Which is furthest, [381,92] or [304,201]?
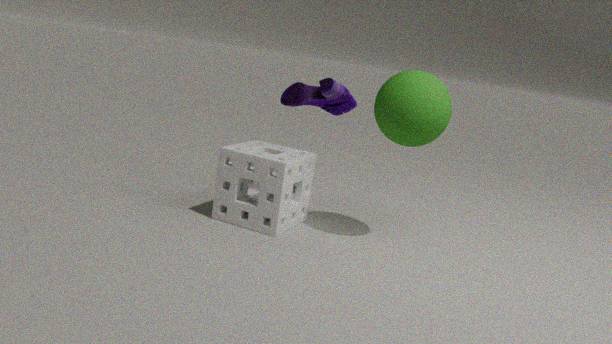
[304,201]
